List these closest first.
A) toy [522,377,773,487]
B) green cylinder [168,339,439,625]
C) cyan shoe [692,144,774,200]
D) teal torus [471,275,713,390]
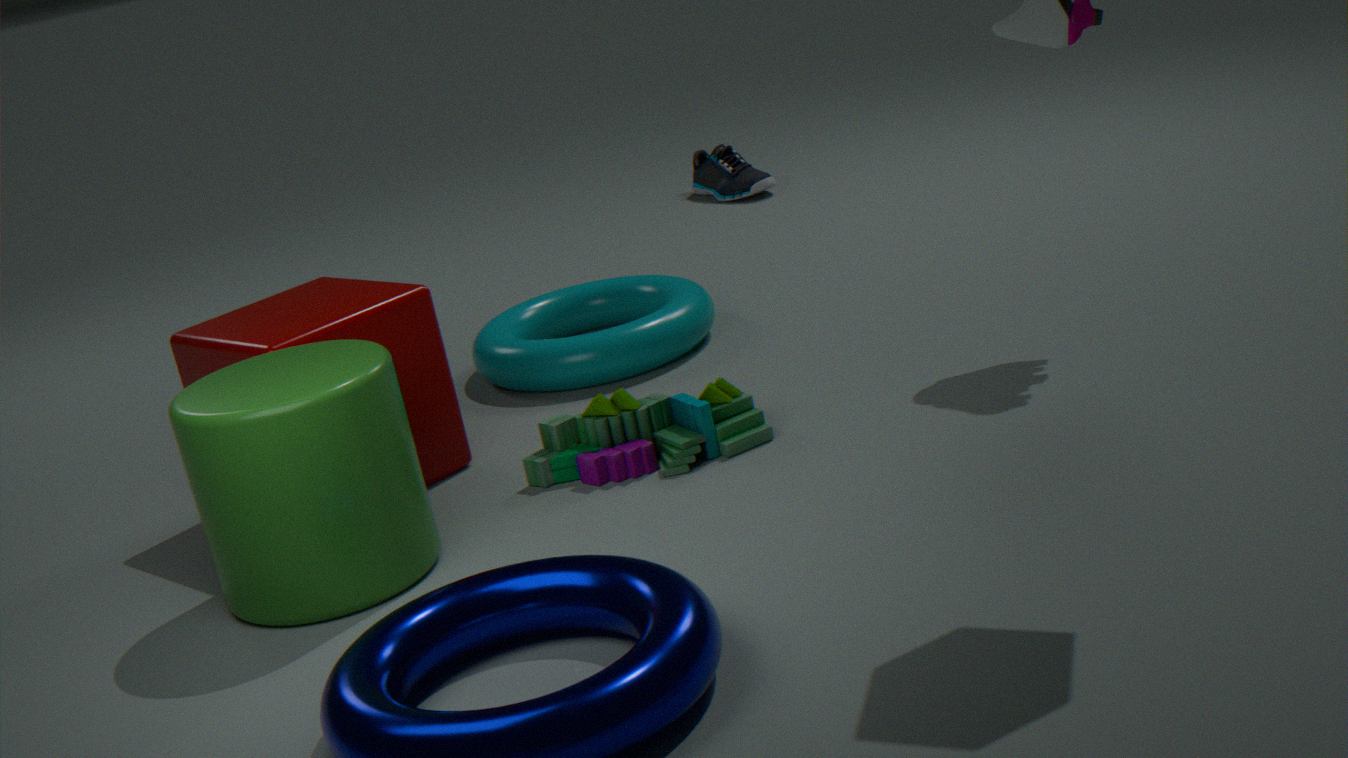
1. green cylinder [168,339,439,625]
2. toy [522,377,773,487]
3. teal torus [471,275,713,390]
4. cyan shoe [692,144,774,200]
